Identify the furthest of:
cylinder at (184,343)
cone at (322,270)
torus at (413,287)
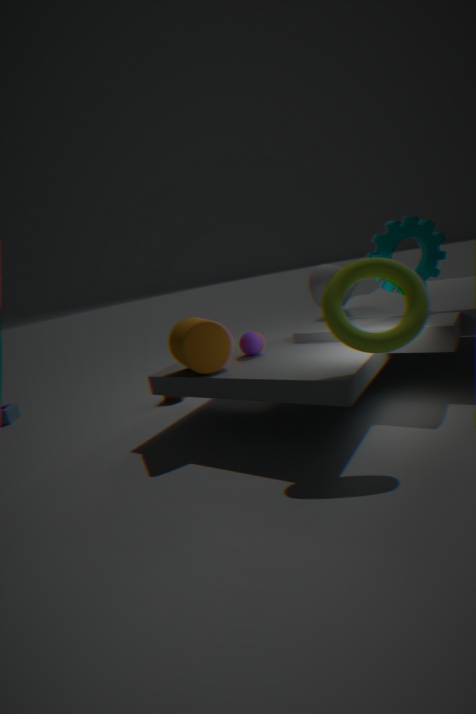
cone at (322,270)
